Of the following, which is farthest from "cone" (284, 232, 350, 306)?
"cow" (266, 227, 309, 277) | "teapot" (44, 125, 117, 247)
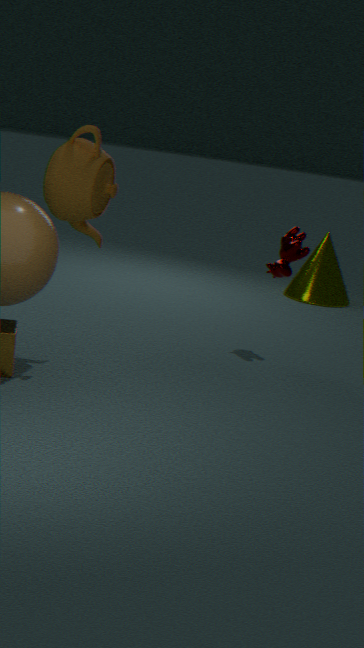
"teapot" (44, 125, 117, 247)
